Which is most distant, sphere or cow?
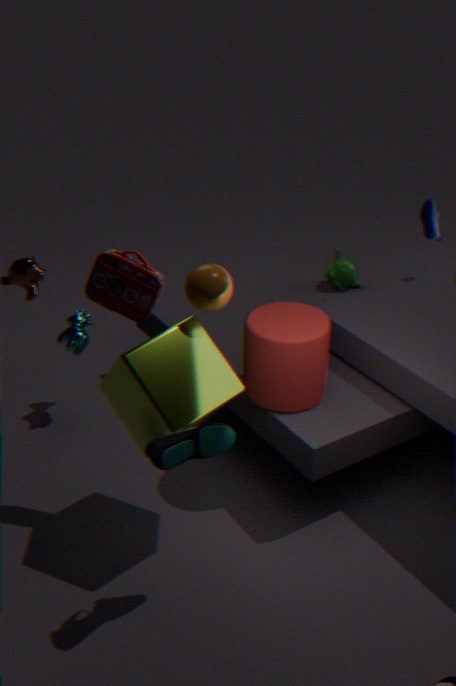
cow
